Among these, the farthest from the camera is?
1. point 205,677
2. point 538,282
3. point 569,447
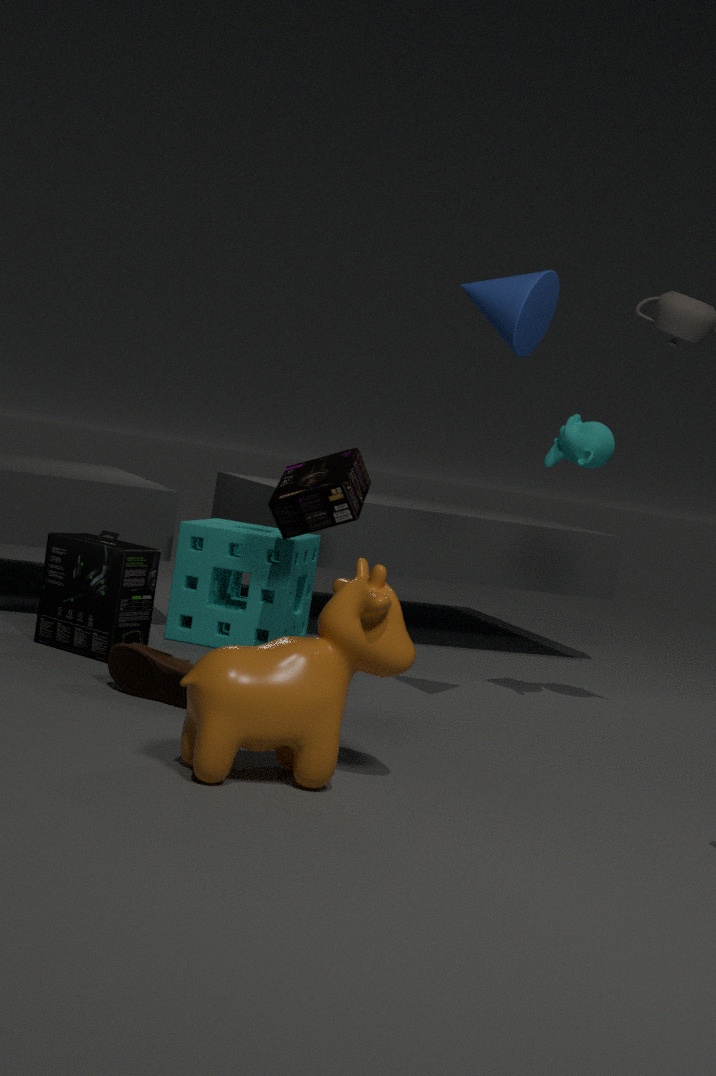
point 569,447
